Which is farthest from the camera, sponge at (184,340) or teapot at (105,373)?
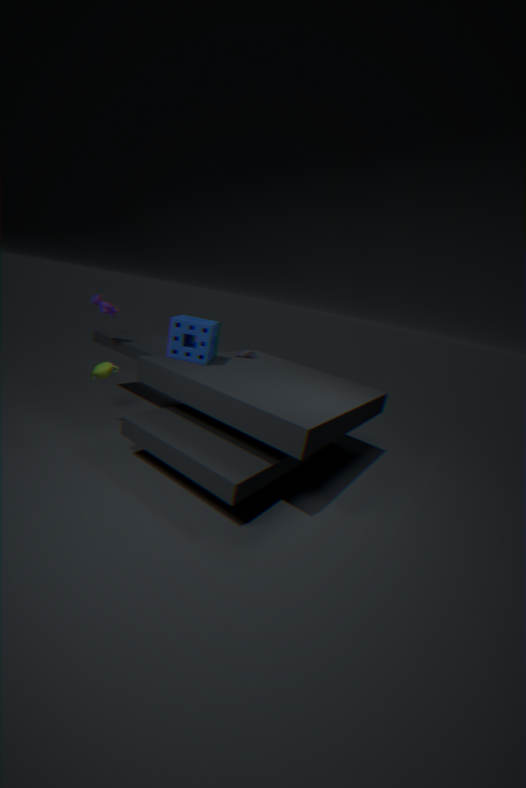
sponge at (184,340)
